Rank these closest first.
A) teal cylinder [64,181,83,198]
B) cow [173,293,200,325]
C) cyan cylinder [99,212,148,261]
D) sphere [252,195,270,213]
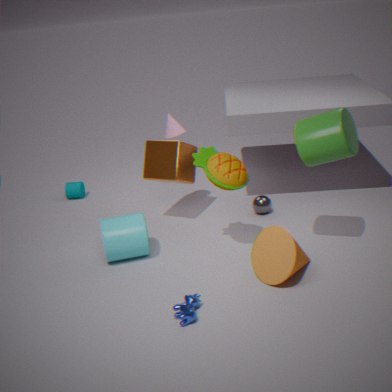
1. cow [173,293,200,325]
2. cyan cylinder [99,212,148,261]
3. sphere [252,195,270,213]
4. teal cylinder [64,181,83,198]
